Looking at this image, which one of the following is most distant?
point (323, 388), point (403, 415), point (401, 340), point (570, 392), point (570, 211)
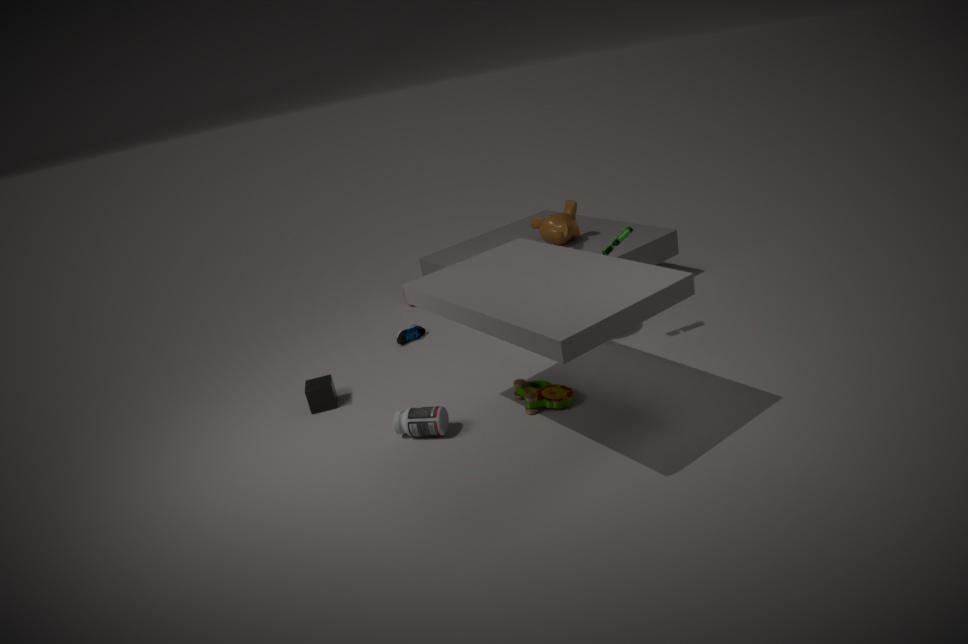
point (570, 211)
